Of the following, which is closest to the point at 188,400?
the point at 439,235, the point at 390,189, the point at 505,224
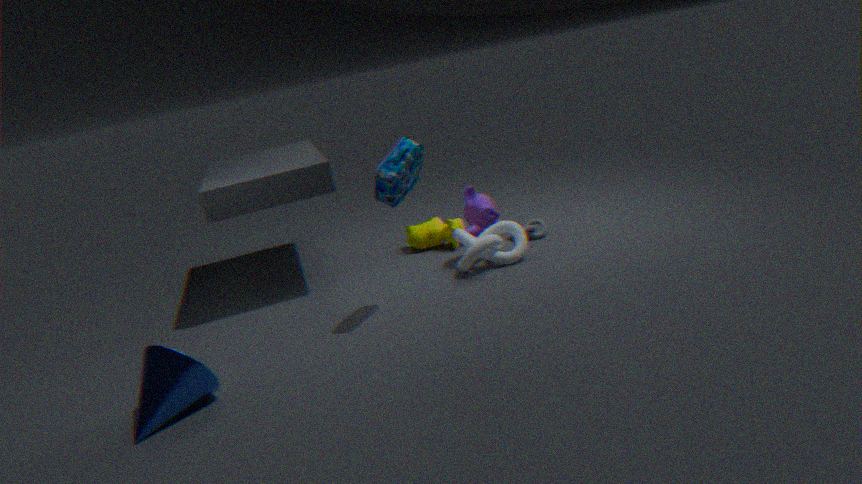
the point at 390,189
